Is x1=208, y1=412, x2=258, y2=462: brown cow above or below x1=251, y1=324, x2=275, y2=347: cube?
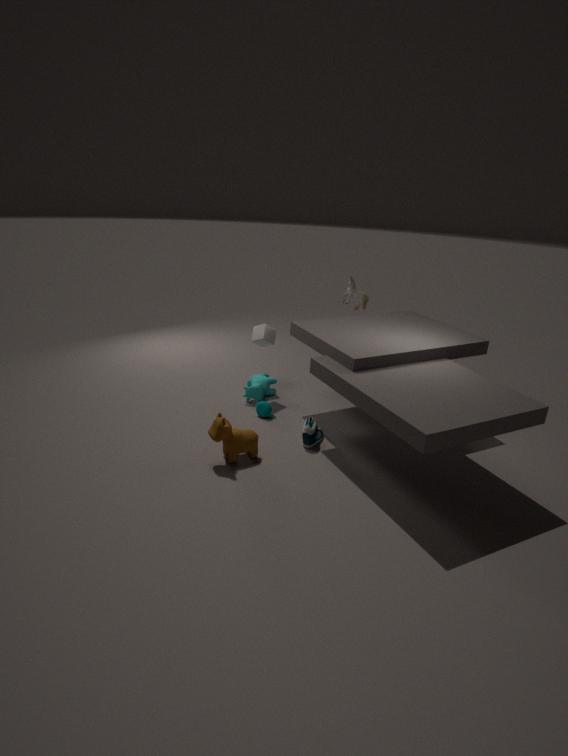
below
